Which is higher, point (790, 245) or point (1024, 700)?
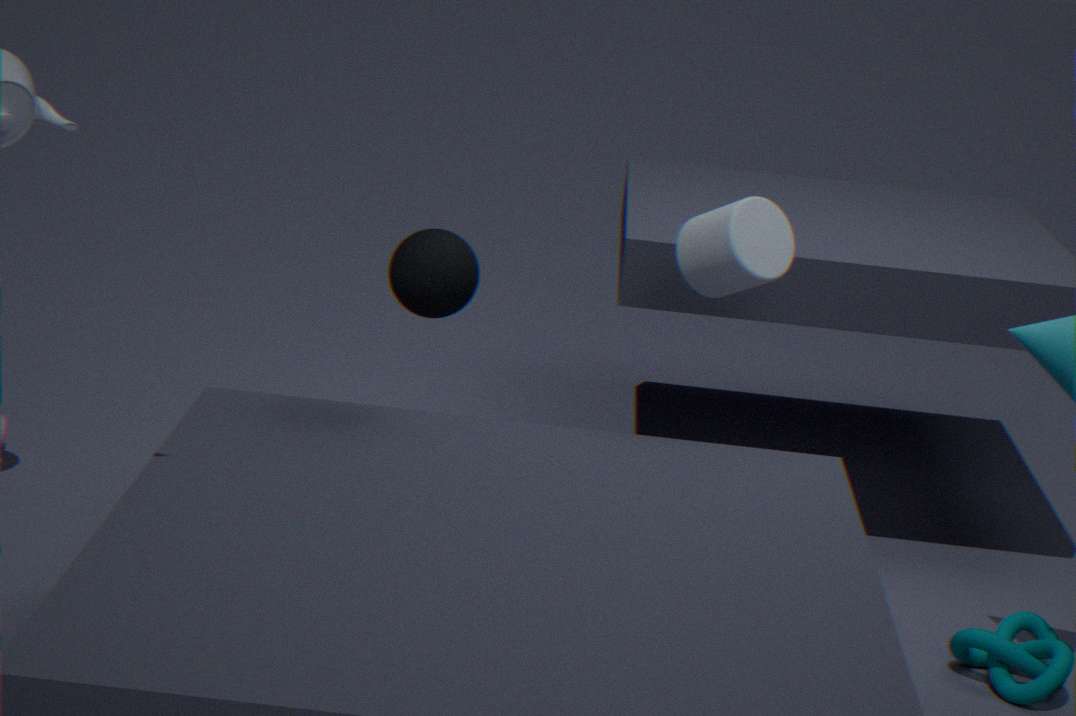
point (790, 245)
